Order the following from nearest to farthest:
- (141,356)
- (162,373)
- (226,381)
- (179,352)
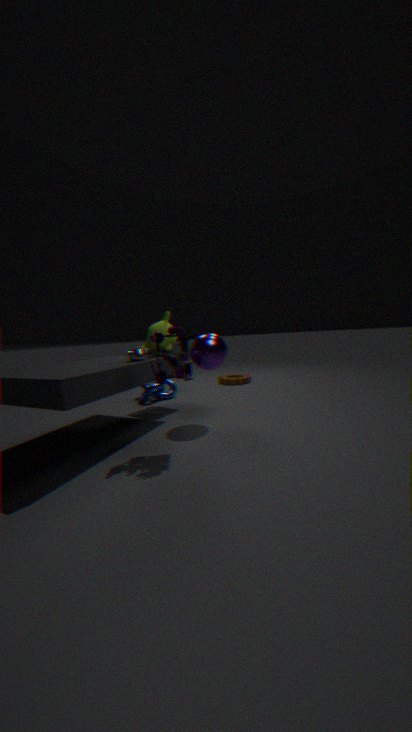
(162,373) → (141,356) → (179,352) → (226,381)
